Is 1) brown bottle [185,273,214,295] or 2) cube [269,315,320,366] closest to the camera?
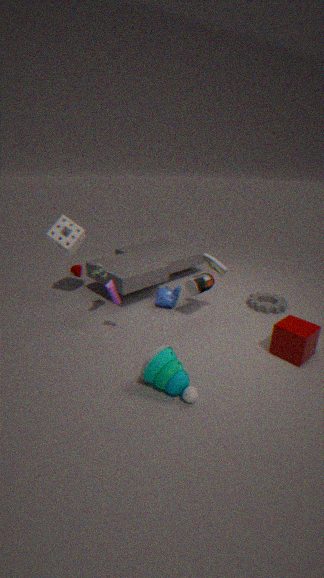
2. cube [269,315,320,366]
